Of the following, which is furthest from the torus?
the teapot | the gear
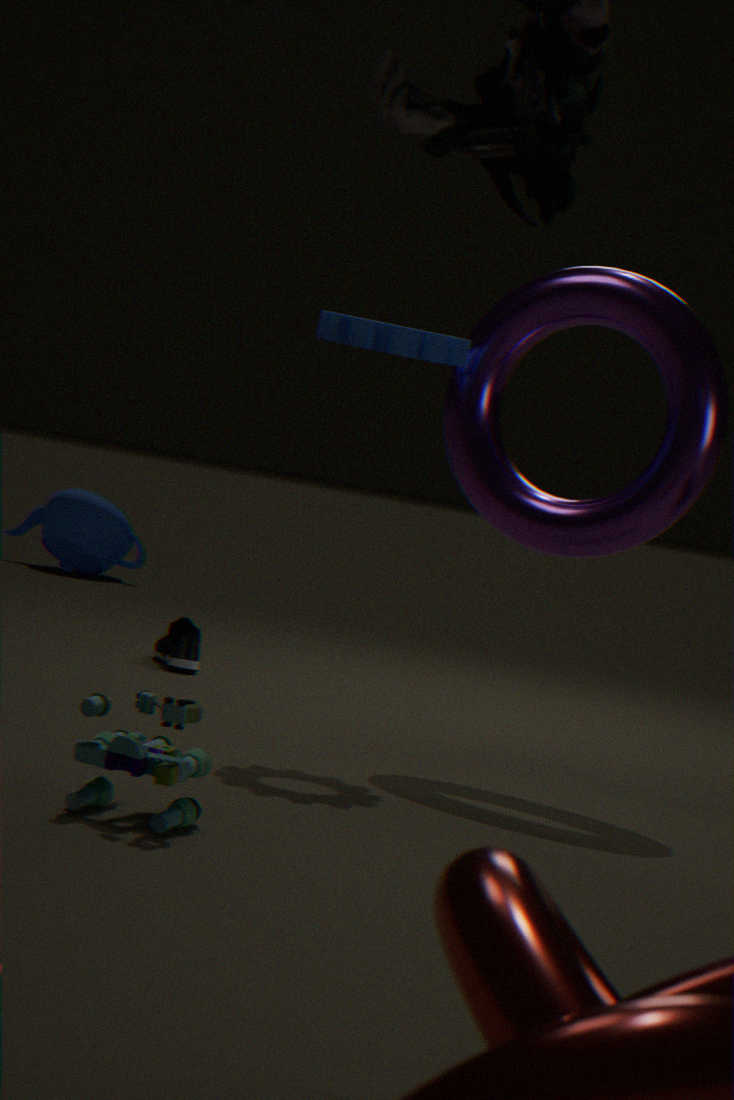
the teapot
